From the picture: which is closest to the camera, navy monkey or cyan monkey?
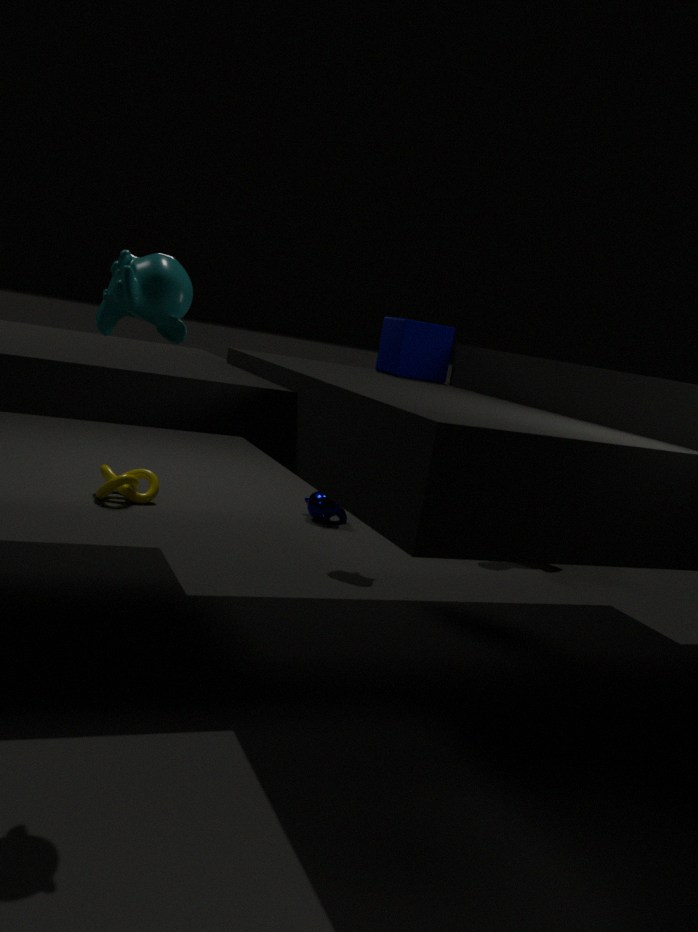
cyan monkey
